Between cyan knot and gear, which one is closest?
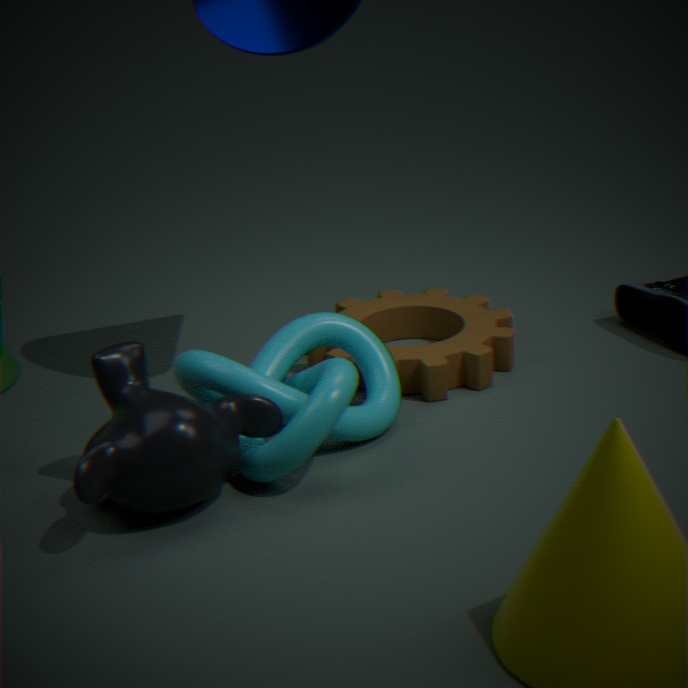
cyan knot
